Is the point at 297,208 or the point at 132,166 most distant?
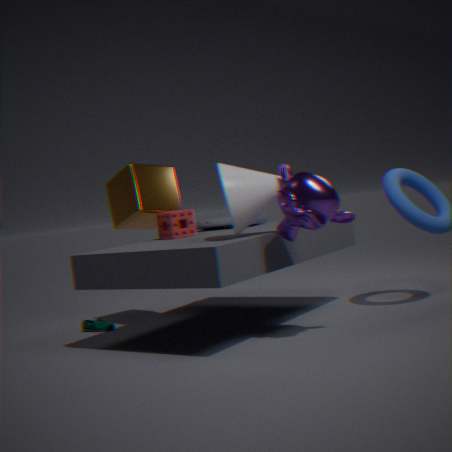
the point at 132,166
